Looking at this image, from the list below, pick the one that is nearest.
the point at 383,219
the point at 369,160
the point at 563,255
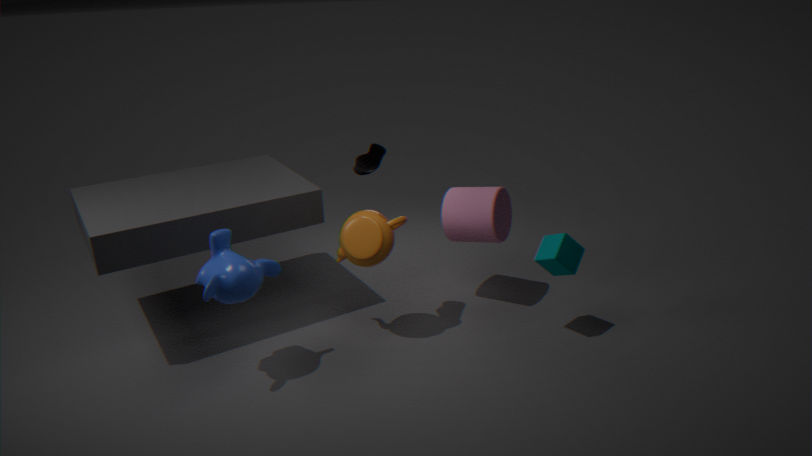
the point at 369,160
